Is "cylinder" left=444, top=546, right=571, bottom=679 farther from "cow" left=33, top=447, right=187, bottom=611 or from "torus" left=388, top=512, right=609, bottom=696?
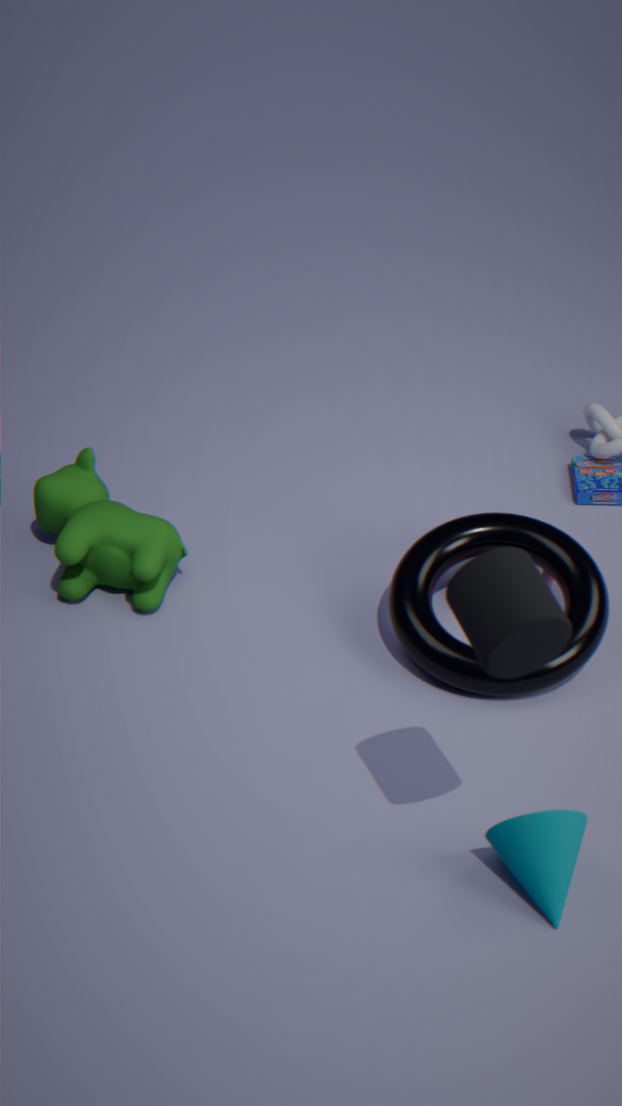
"cow" left=33, top=447, right=187, bottom=611
